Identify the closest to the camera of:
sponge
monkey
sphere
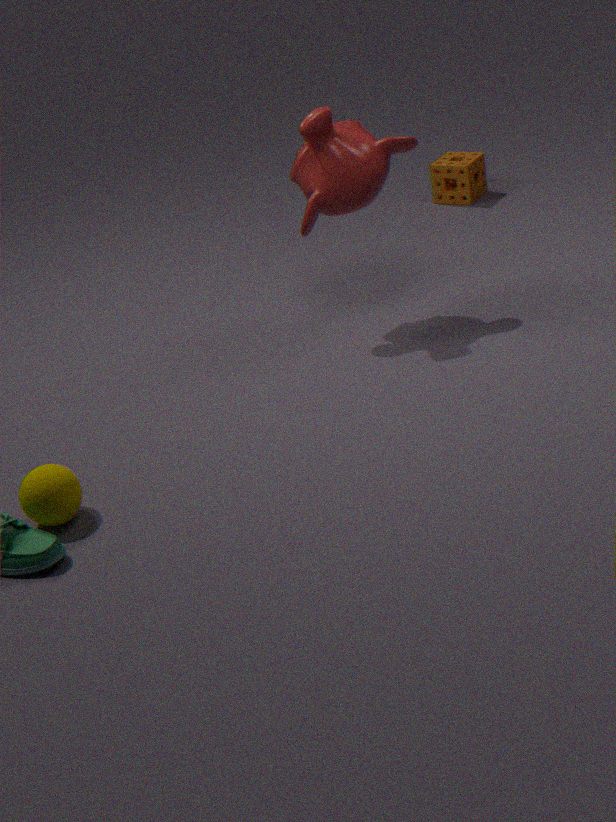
sphere
